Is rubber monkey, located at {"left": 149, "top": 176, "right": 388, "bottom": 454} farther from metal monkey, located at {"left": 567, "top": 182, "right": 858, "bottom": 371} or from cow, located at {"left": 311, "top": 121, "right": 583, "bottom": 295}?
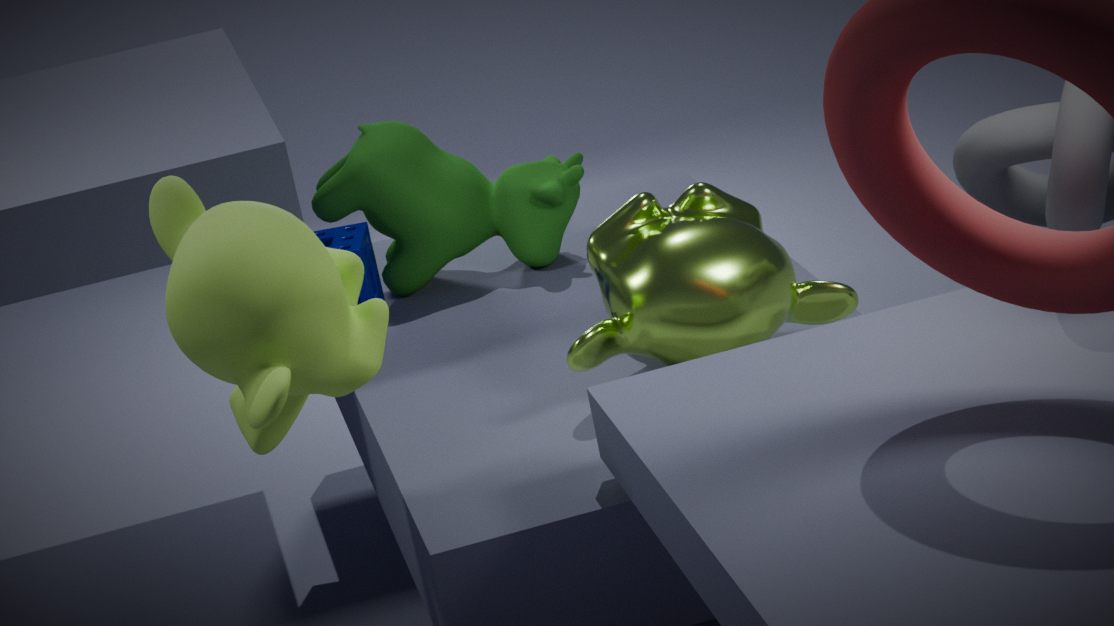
cow, located at {"left": 311, "top": 121, "right": 583, "bottom": 295}
